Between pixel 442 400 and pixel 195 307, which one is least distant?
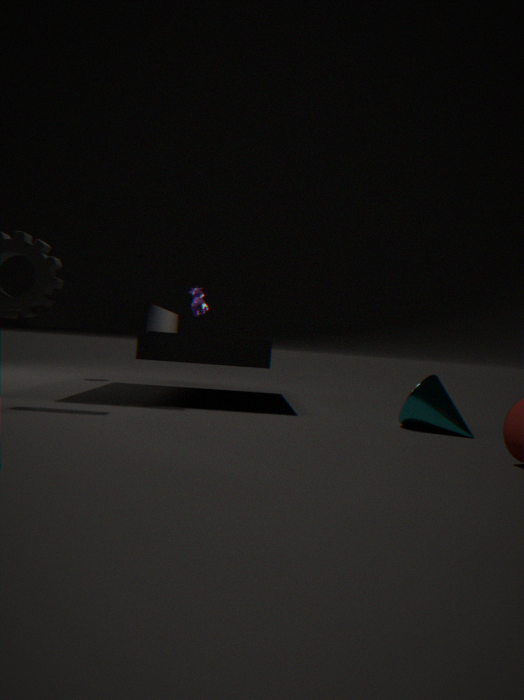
pixel 442 400
